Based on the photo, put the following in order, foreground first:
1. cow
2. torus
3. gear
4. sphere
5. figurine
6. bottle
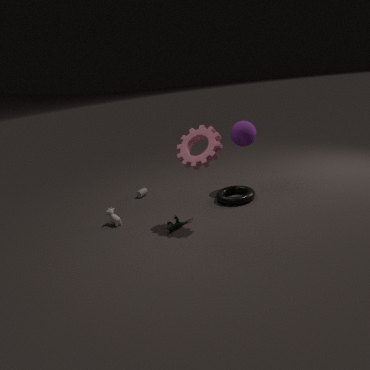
gear, figurine, cow, torus, sphere, bottle
